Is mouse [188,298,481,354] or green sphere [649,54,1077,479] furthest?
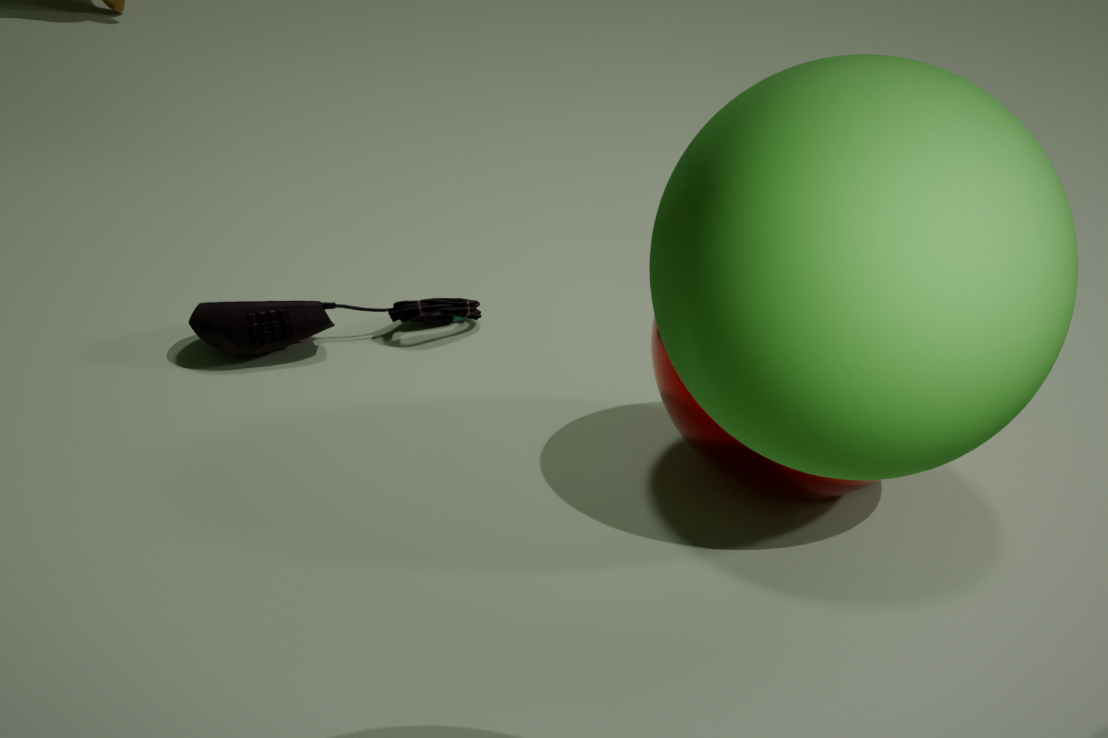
mouse [188,298,481,354]
